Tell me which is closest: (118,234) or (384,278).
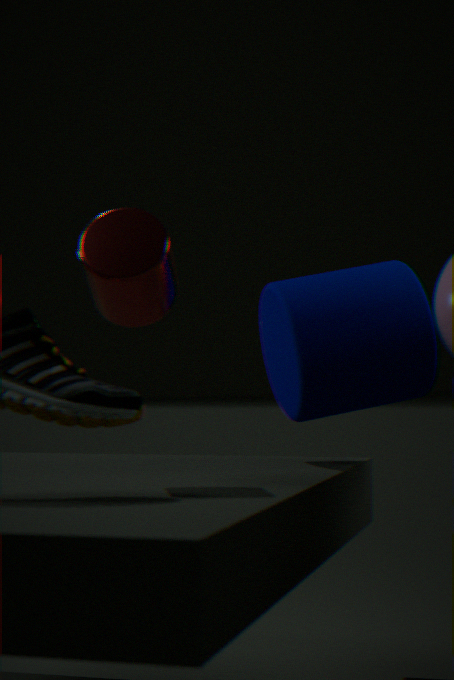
(118,234)
